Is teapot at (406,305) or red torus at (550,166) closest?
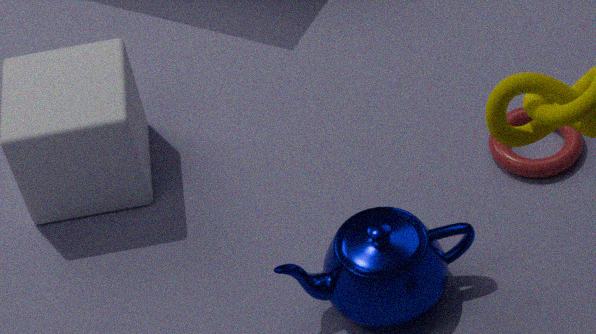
teapot at (406,305)
